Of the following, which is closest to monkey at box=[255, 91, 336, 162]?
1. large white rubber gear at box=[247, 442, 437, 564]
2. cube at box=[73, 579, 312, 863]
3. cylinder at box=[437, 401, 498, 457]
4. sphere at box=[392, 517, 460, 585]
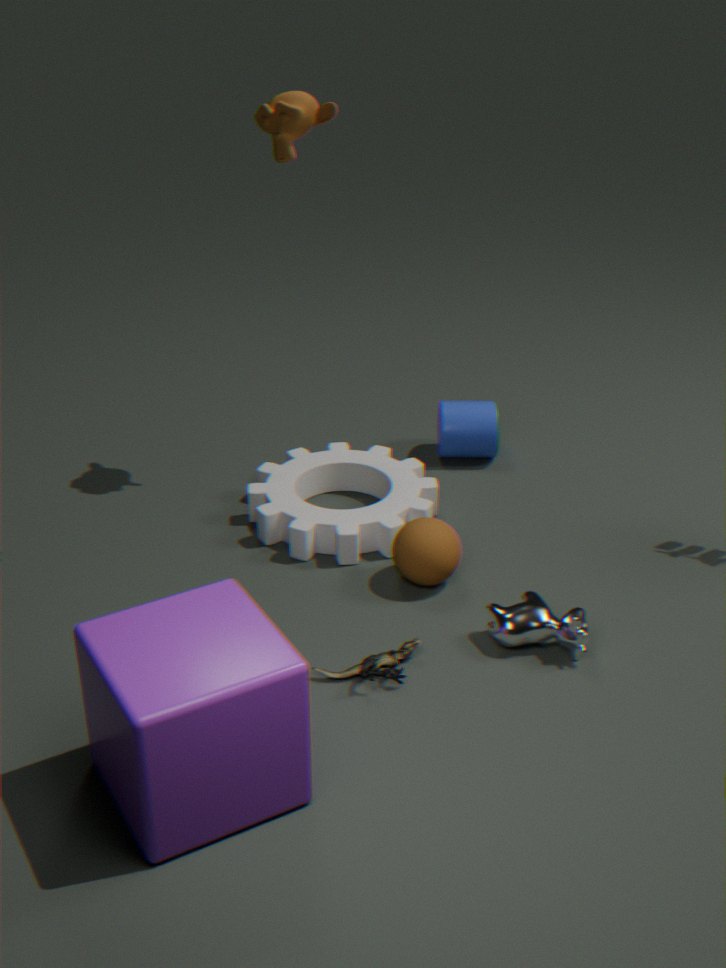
large white rubber gear at box=[247, 442, 437, 564]
